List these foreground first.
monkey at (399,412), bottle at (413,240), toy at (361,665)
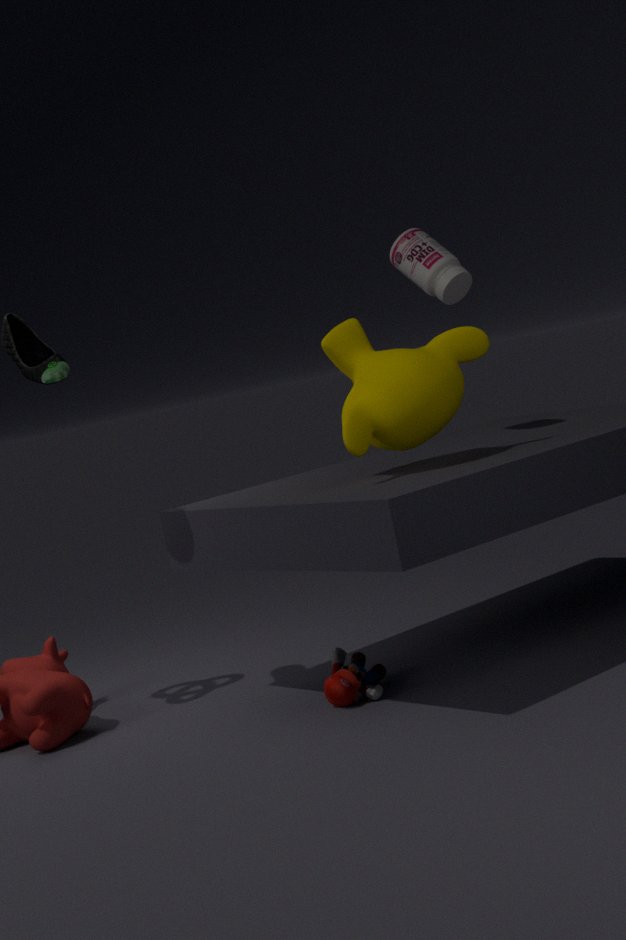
monkey at (399,412) → toy at (361,665) → bottle at (413,240)
